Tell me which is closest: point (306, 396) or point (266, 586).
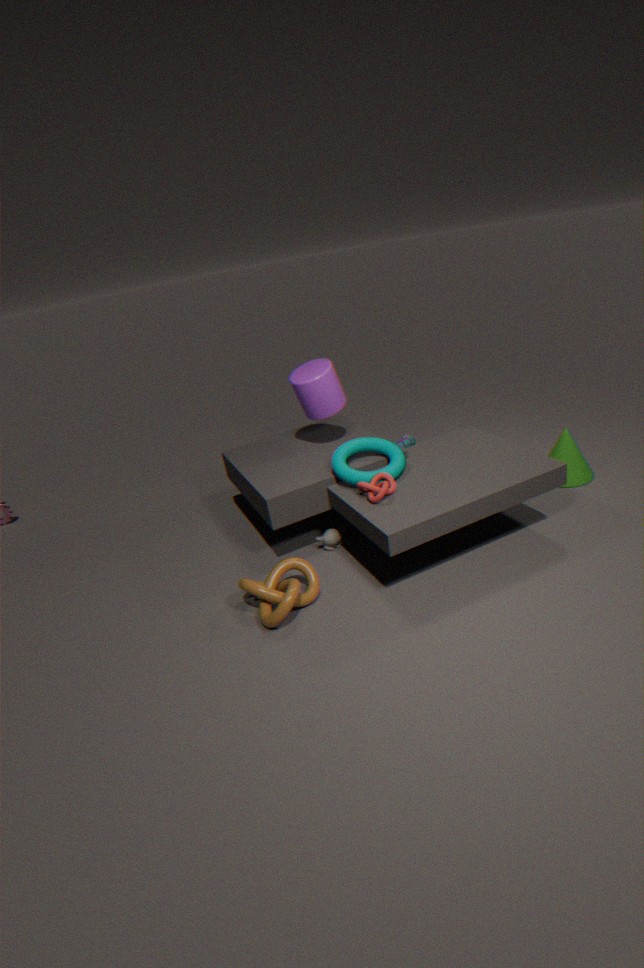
point (266, 586)
